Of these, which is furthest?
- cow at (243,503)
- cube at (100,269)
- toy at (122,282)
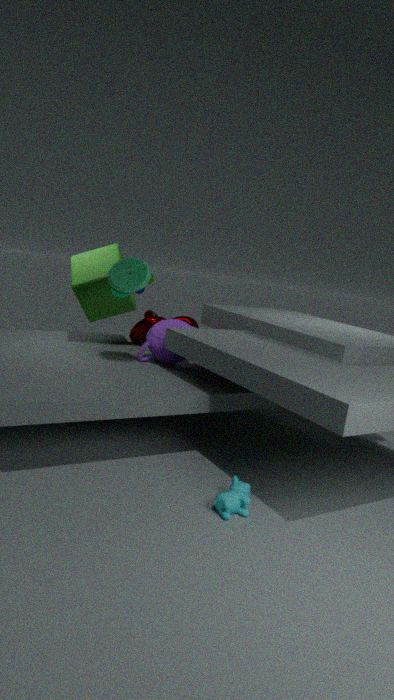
cube at (100,269)
